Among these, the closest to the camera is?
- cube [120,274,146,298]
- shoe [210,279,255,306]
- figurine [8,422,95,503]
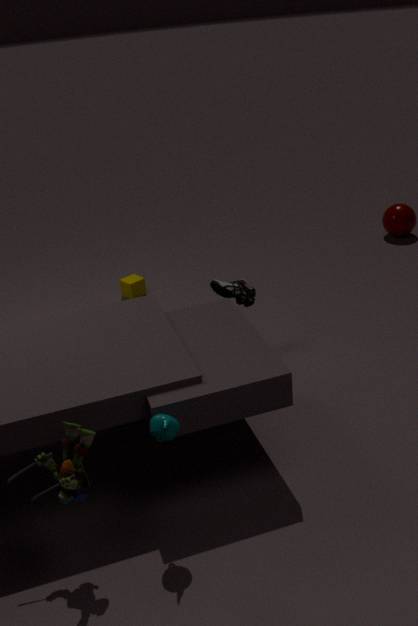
figurine [8,422,95,503]
